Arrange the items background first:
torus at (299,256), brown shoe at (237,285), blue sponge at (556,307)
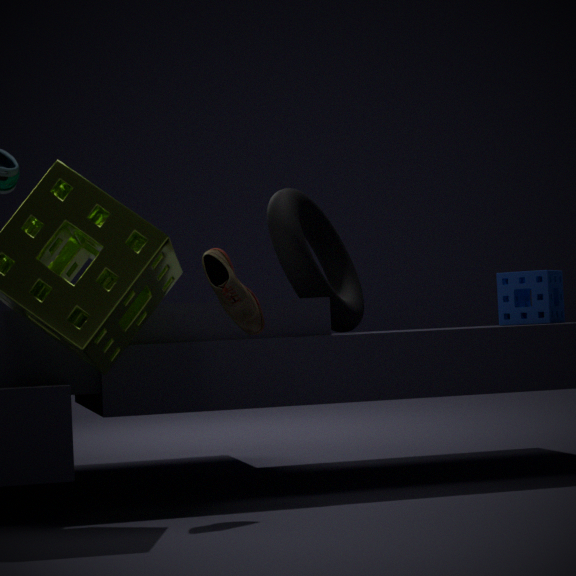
blue sponge at (556,307) < torus at (299,256) < brown shoe at (237,285)
